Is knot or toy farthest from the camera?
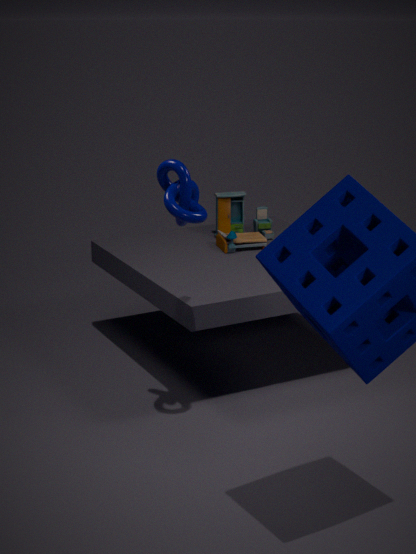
toy
